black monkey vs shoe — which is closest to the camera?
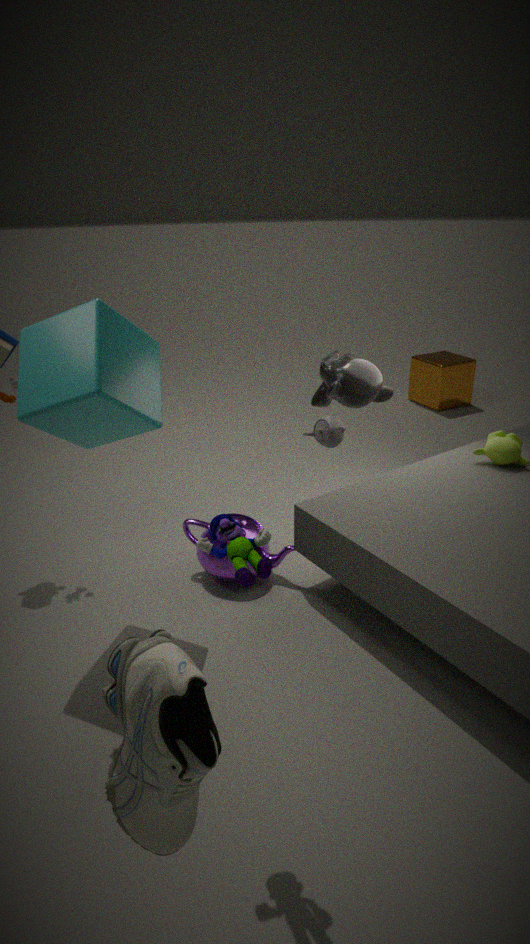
shoe
